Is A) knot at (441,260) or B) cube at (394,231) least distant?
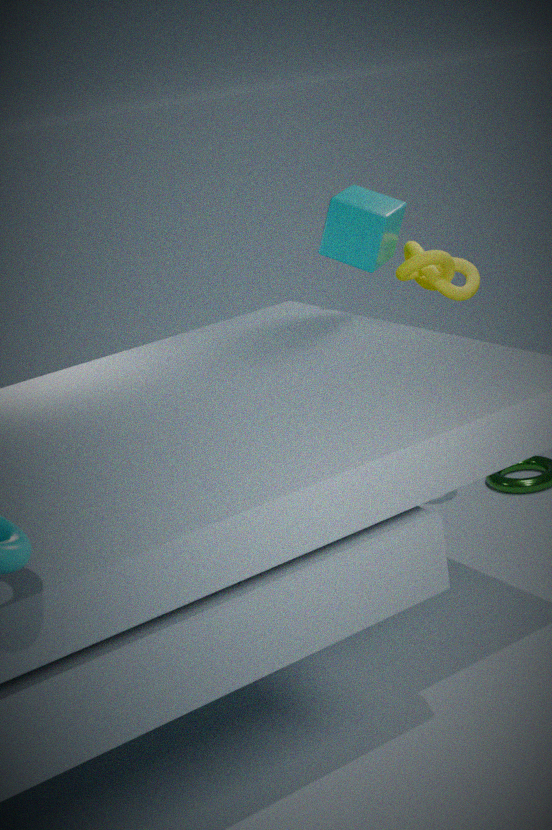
B. cube at (394,231)
